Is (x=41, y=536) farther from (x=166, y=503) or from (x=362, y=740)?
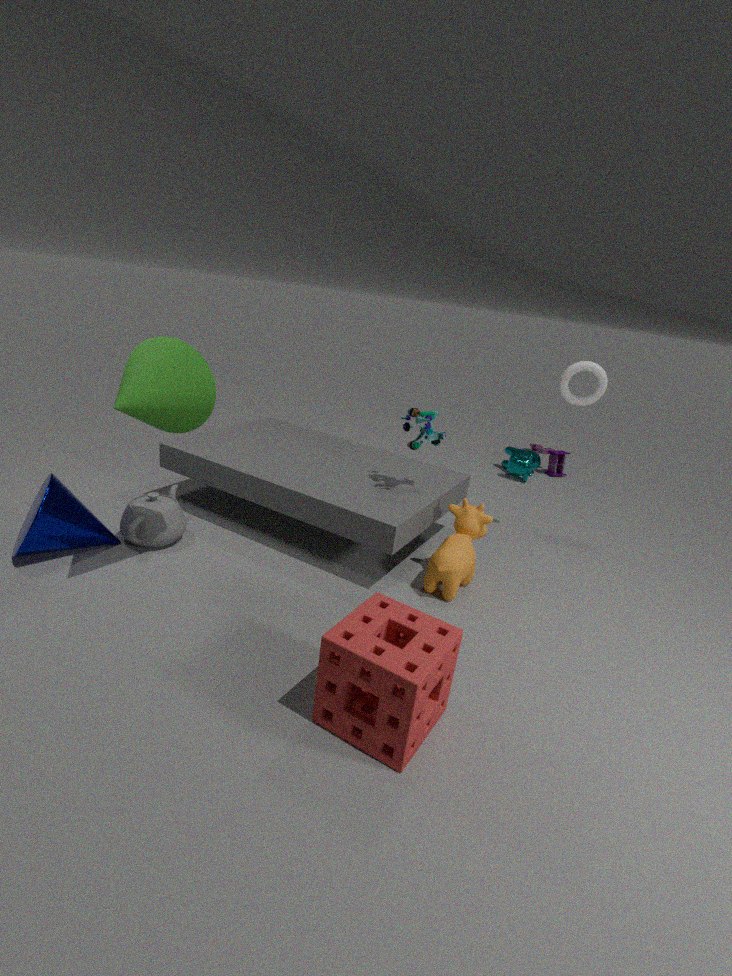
(x=362, y=740)
